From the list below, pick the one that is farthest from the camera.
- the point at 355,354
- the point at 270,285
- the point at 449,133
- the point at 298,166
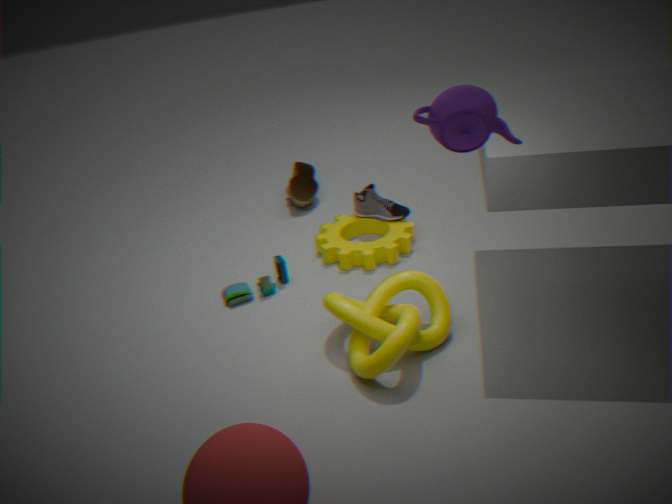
the point at 298,166
